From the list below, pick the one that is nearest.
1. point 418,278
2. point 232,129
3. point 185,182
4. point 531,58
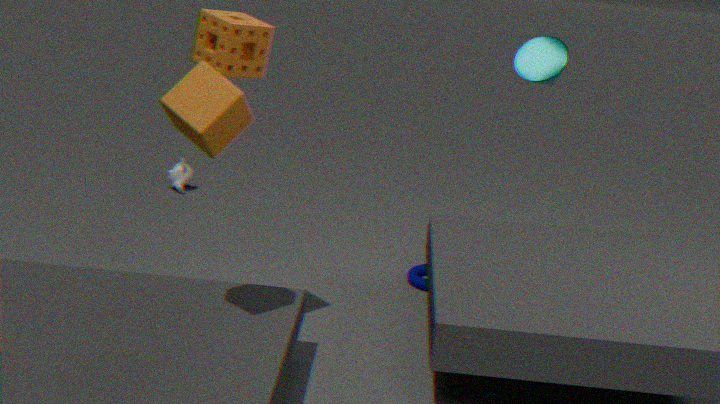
point 232,129
